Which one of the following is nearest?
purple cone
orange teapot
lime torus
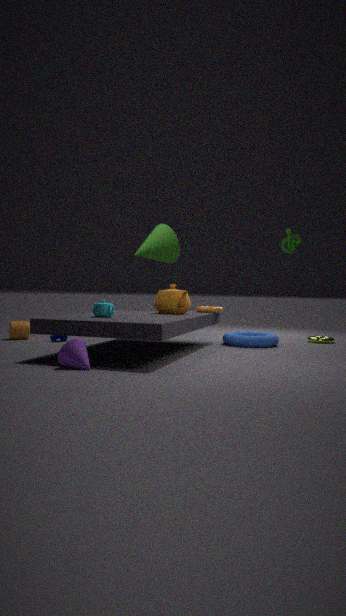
purple cone
